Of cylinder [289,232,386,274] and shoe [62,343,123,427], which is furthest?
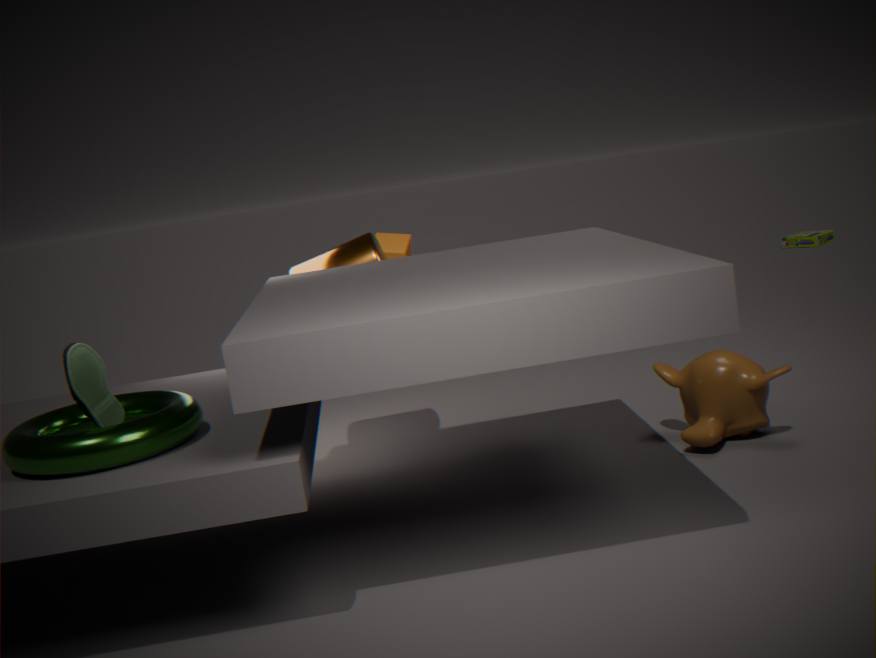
cylinder [289,232,386,274]
